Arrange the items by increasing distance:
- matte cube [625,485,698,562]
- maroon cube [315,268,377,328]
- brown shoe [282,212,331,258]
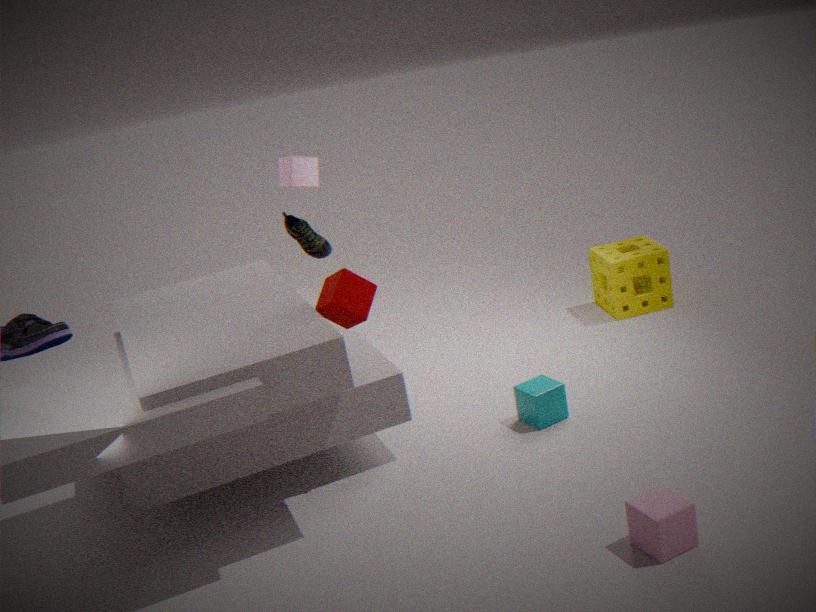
matte cube [625,485,698,562] → maroon cube [315,268,377,328] → brown shoe [282,212,331,258]
